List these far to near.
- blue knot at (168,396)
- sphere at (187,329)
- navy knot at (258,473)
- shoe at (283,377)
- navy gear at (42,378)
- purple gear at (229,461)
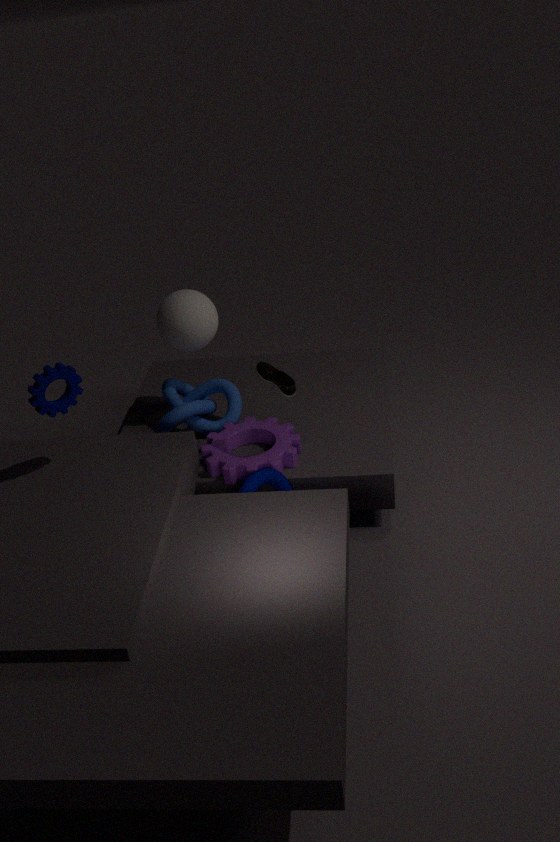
blue knot at (168,396) → sphere at (187,329) → purple gear at (229,461) → shoe at (283,377) → navy knot at (258,473) → navy gear at (42,378)
